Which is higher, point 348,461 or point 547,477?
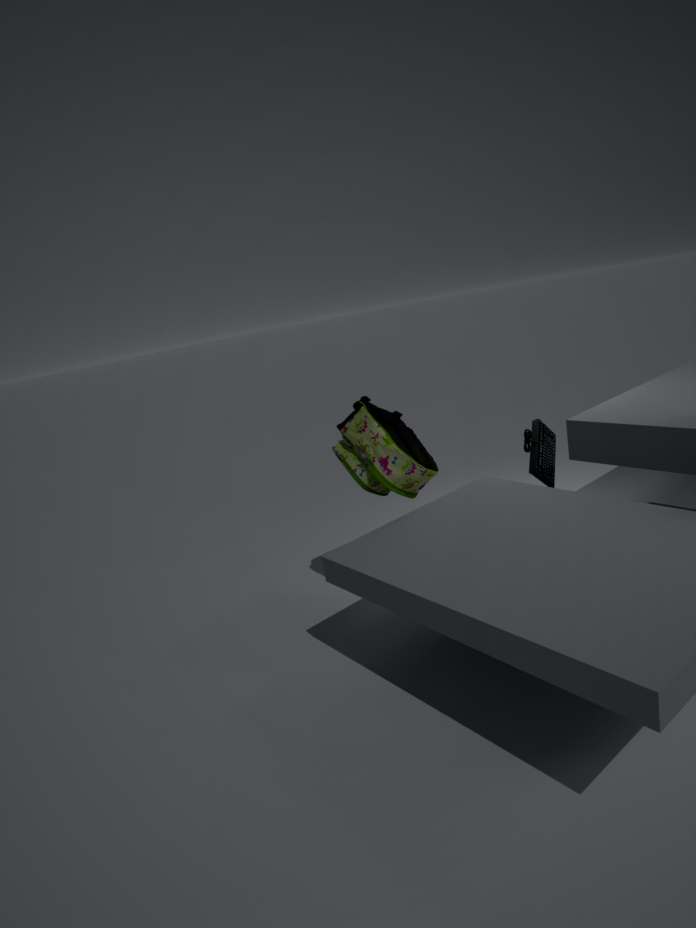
point 348,461
